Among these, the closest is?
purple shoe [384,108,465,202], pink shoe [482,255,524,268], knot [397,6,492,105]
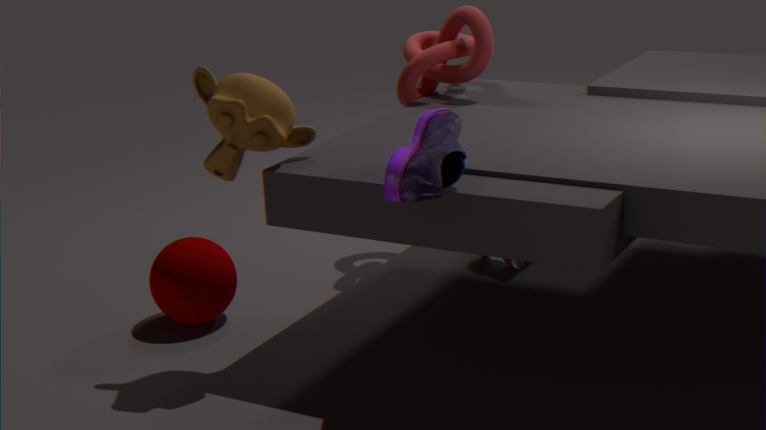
purple shoe [384,108,465,202]
